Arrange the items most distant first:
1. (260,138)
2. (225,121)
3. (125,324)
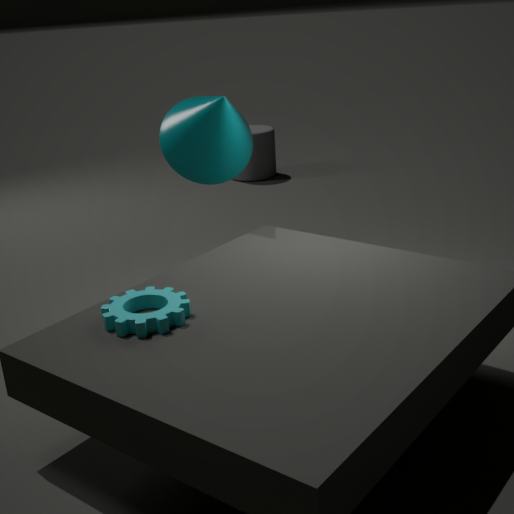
(260,138)
(225,121)
(125,324)
